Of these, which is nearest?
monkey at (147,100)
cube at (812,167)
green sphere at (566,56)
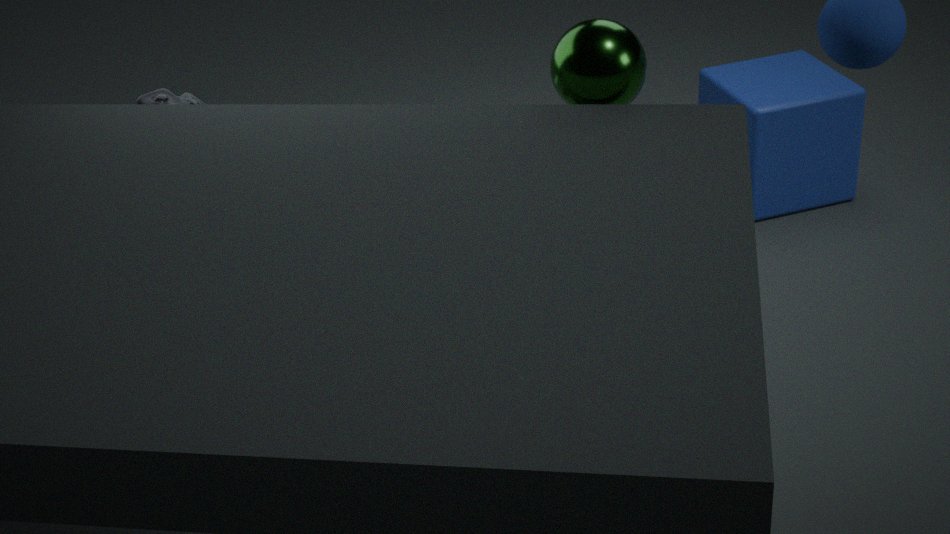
green sphere at (566,56)
